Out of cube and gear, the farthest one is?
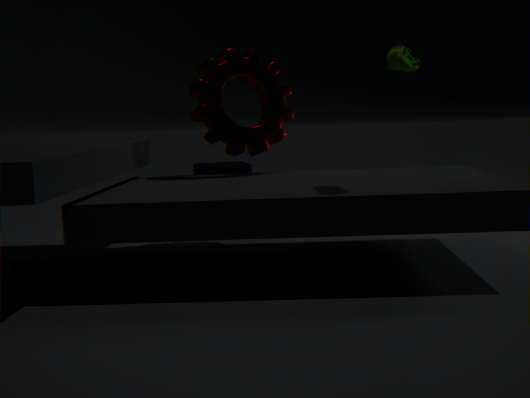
cube
